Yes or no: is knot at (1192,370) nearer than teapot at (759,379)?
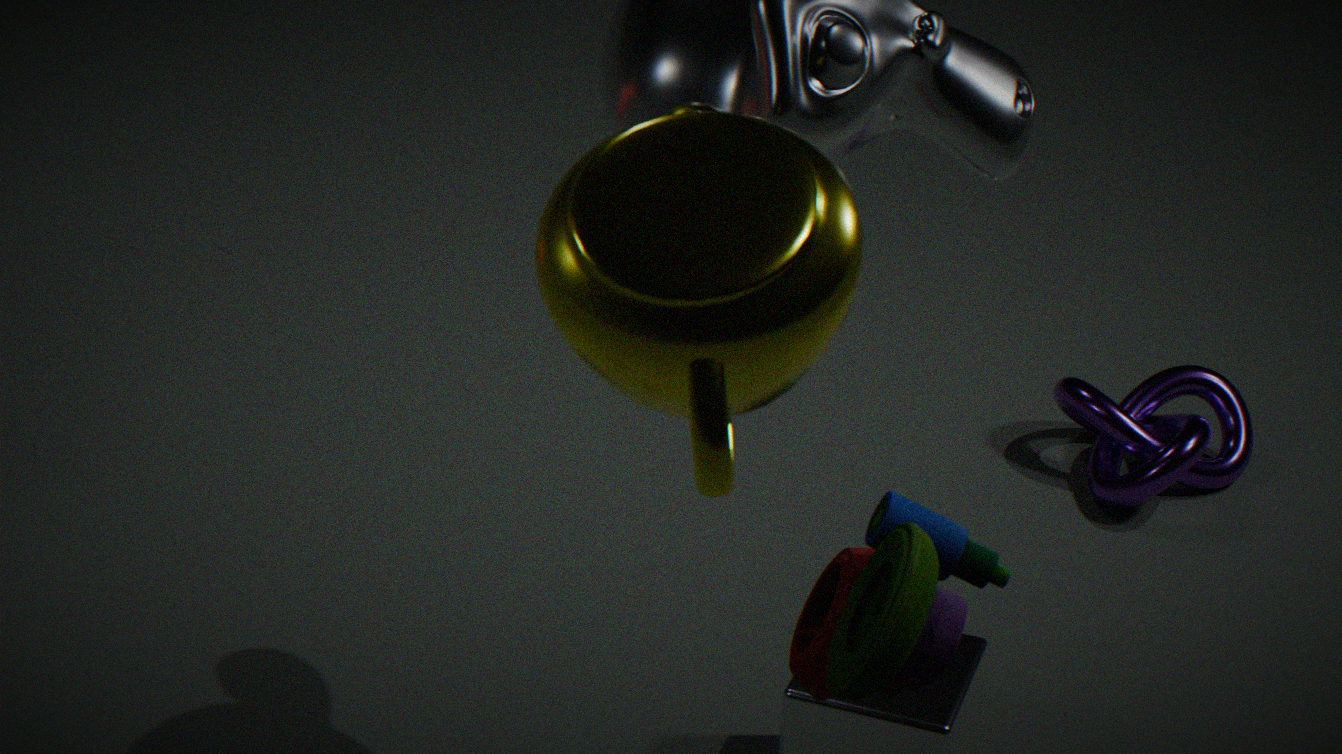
No
